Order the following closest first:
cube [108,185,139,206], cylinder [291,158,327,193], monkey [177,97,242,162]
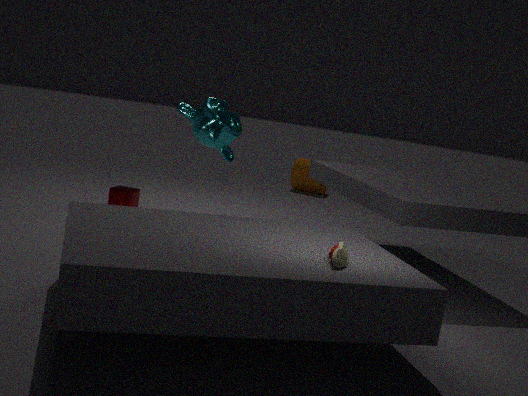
monkey [177,97,242,162], cube [108,185,139,206], cylinder [291,158,327,193]
